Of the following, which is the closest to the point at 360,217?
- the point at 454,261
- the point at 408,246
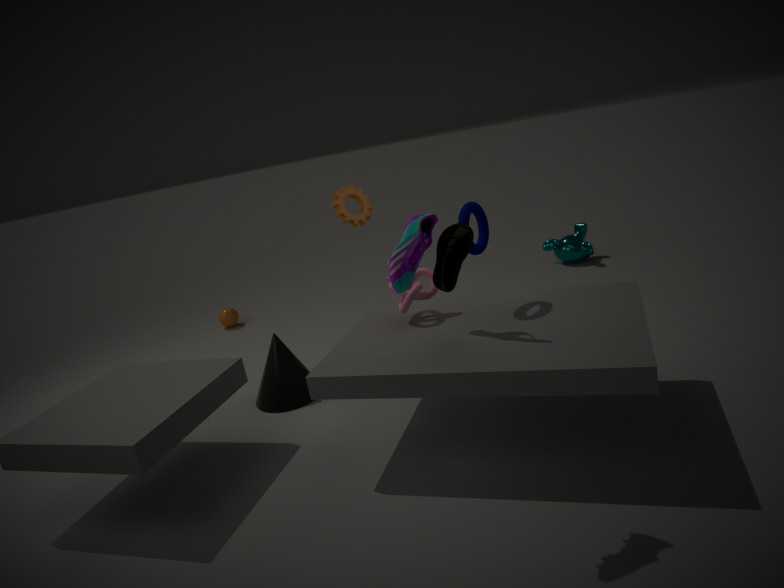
the point at 454,261
